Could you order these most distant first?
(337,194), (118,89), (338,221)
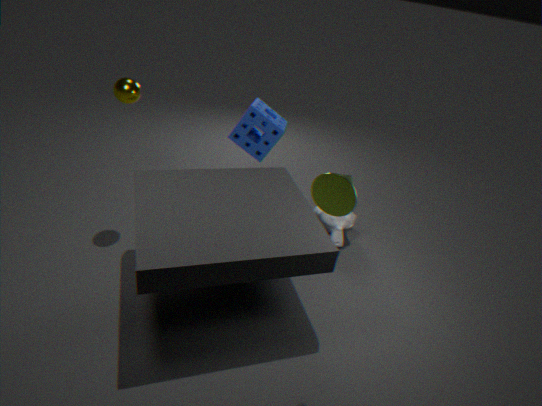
1. (338,221)
2. (118,89)
3. (337,194)
